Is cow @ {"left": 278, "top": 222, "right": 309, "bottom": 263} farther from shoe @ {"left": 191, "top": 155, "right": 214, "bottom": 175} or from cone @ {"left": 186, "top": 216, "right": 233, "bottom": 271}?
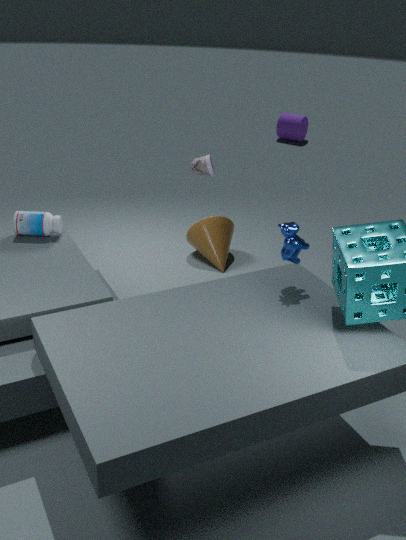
cone @ {"left": 186, "top": 216, "right": 233, "bottom": 271}
